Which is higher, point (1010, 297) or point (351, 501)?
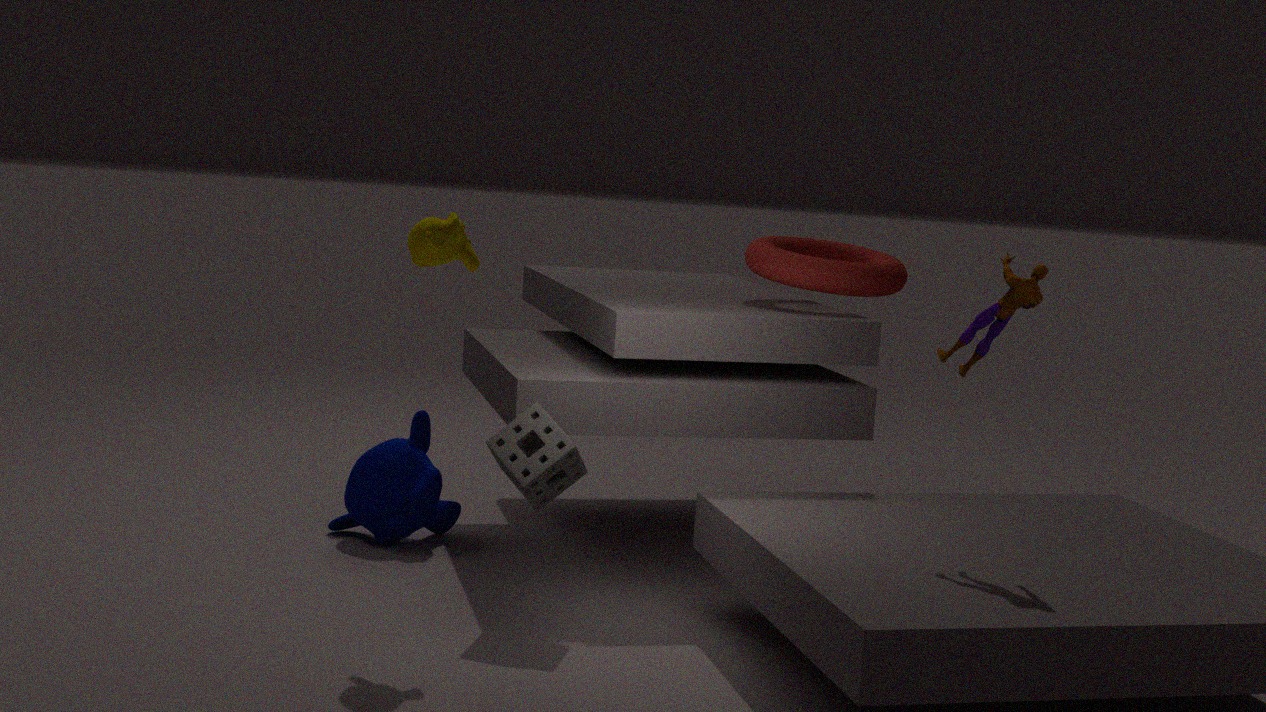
point (1010, 297)
